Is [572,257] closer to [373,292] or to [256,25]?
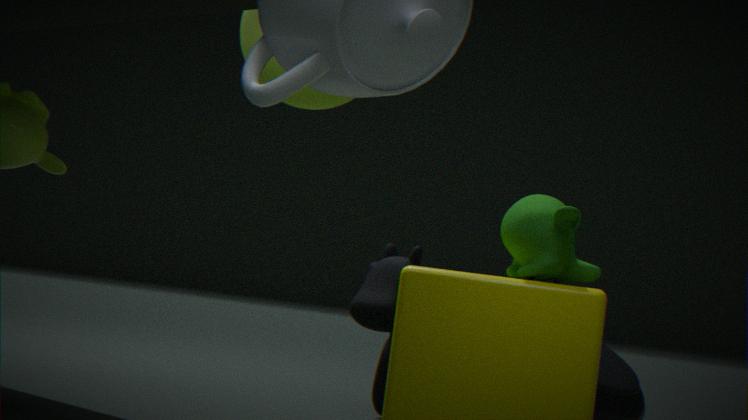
[256,25]
